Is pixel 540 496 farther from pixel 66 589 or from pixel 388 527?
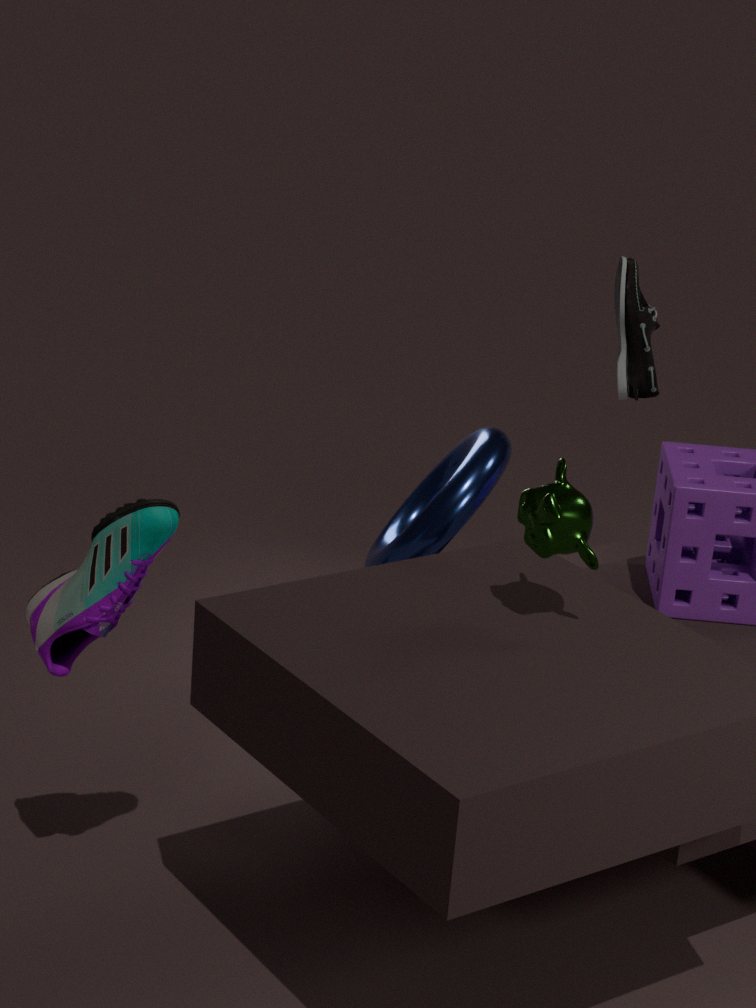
pixel 388 527
